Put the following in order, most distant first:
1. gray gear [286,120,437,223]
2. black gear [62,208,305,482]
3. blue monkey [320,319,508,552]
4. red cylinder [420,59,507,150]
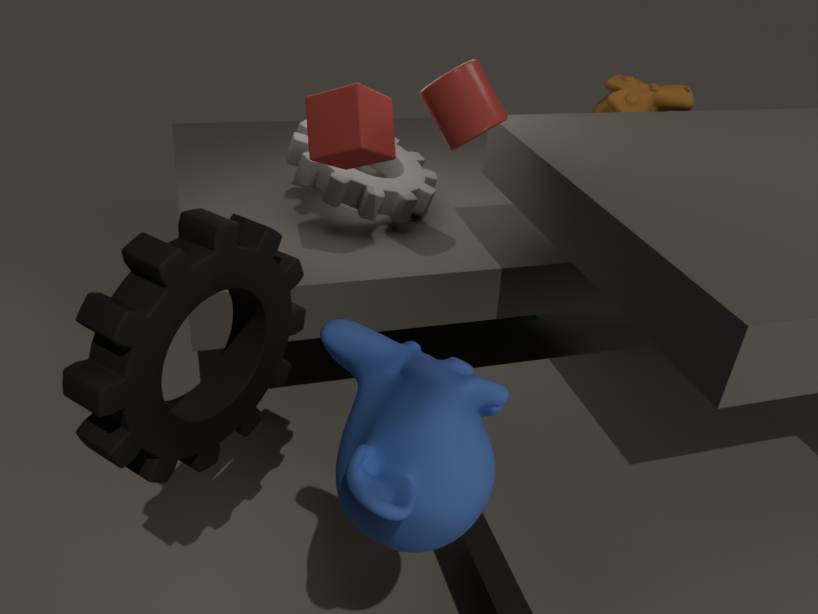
gray gear [286,120,437,223] < red cylinder [420,59,507,150] < black gear [62,208,305,482] < blue monkey [320,319,508,552]
